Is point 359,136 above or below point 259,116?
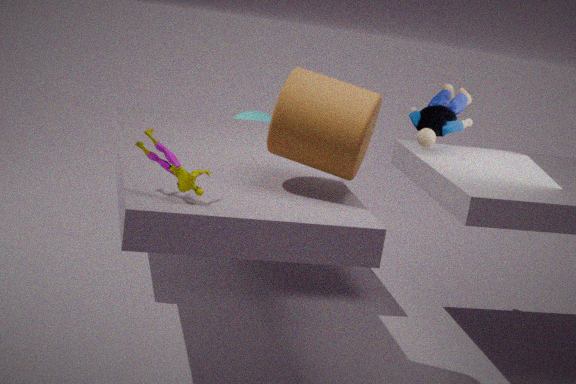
above
